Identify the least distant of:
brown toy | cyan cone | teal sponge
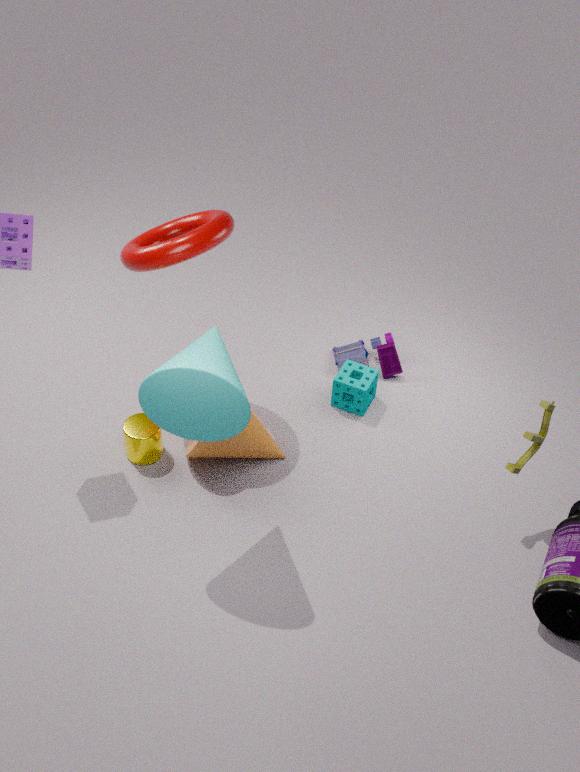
cyan cone
